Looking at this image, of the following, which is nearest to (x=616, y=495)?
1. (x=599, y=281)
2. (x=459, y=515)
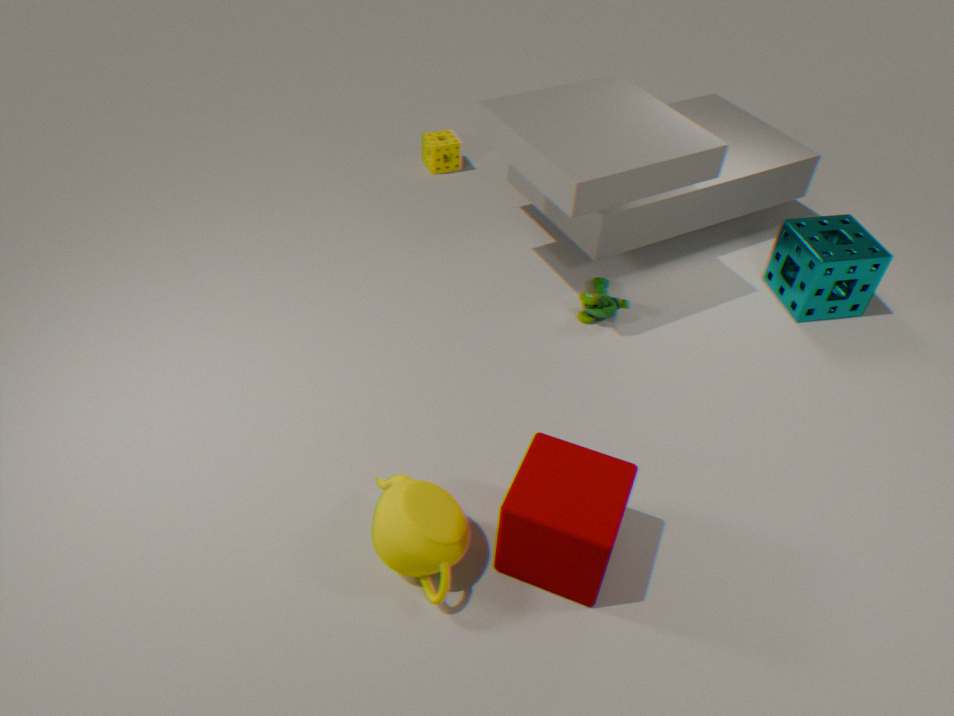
(x=459, y=515)
